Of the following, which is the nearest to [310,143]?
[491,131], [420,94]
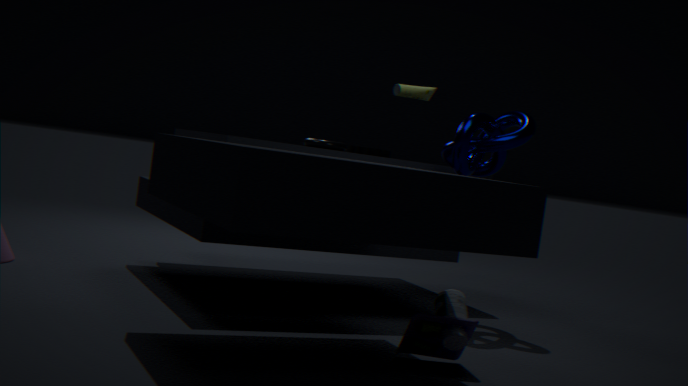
[491,131]
